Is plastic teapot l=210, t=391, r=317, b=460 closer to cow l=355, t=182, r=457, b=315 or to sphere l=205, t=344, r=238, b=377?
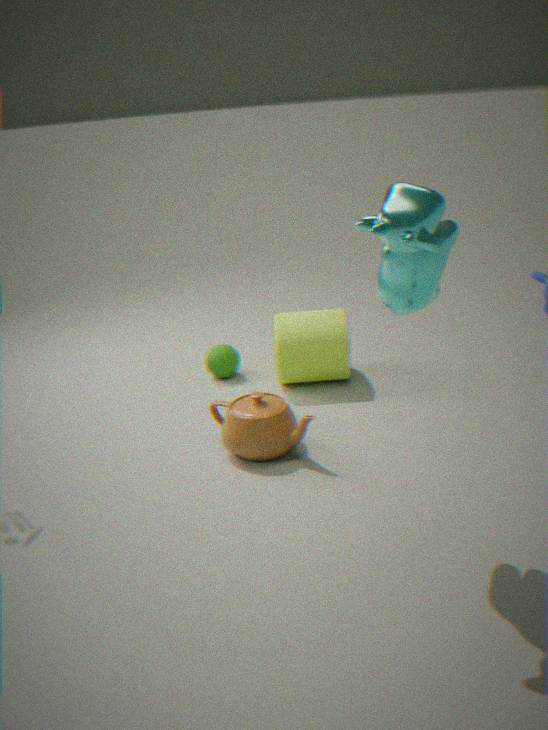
sphere l=205, t=344, r=238, b=377
